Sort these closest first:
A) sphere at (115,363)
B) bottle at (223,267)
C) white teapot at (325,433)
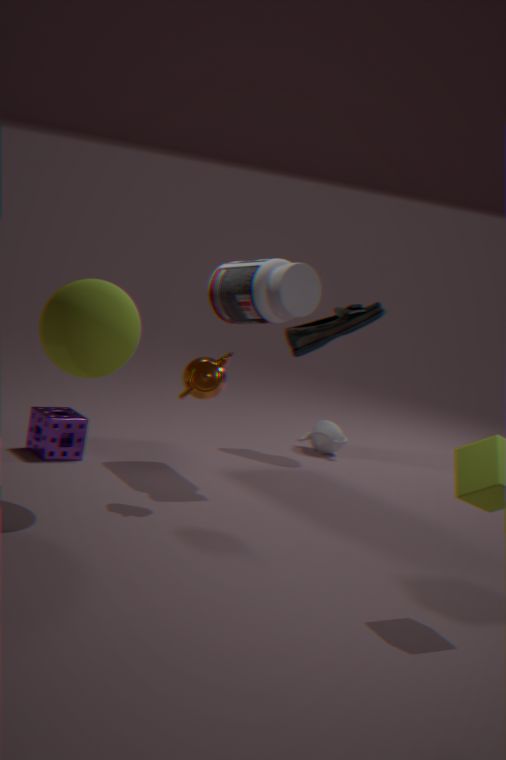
sphere at (115,363) → bottle at (223,267) → white teapot at (325,433)
